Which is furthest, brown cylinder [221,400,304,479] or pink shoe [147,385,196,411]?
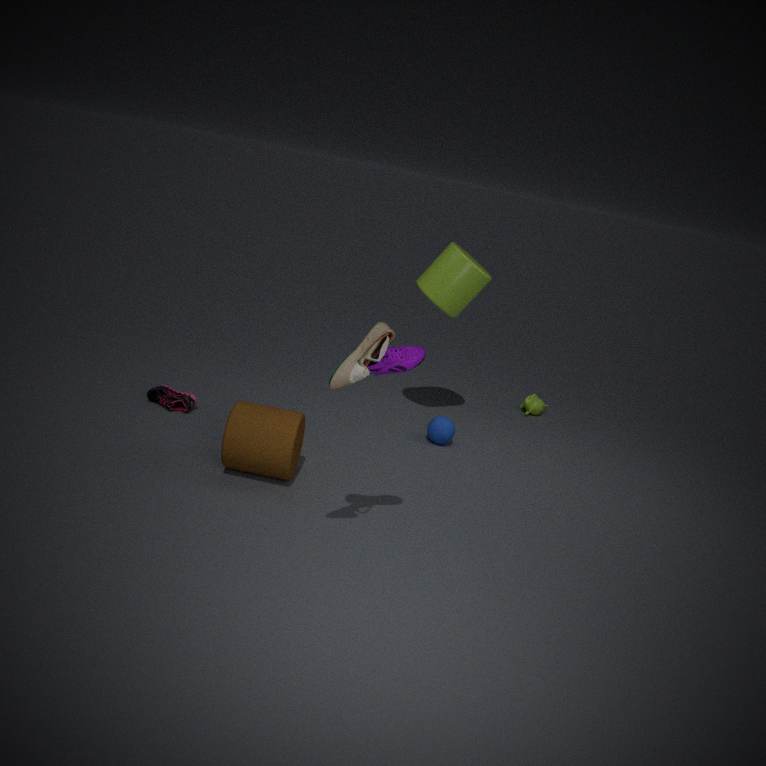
pink shoe [147,385,196,411]
